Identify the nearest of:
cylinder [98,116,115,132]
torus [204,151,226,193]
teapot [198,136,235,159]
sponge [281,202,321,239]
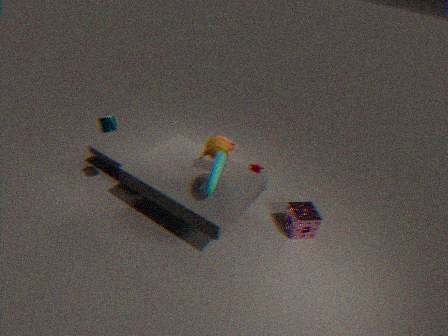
torus [204,151,226,193]
